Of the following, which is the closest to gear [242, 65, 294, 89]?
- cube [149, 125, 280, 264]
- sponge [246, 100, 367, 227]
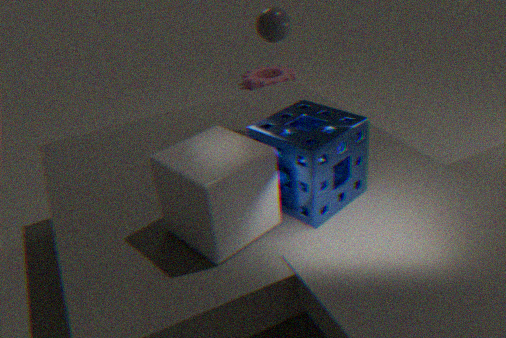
sponge [246, 100, 367, 227]
